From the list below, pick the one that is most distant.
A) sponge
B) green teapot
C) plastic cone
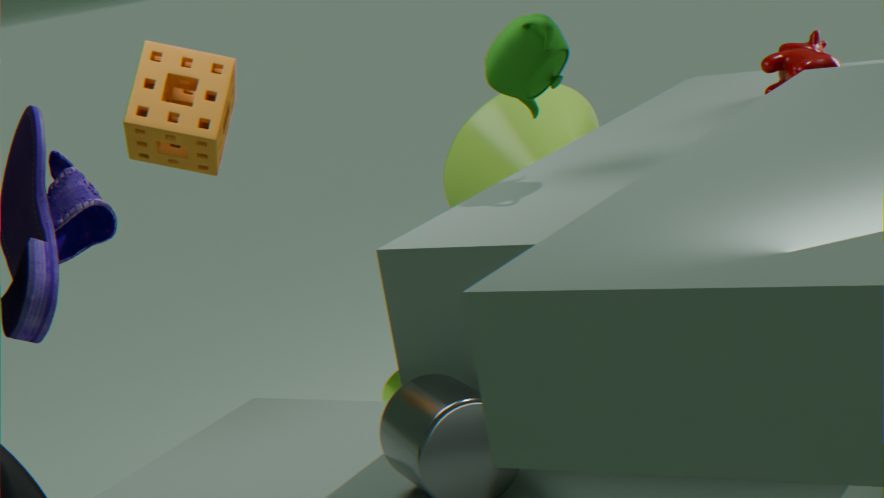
plastic cone
